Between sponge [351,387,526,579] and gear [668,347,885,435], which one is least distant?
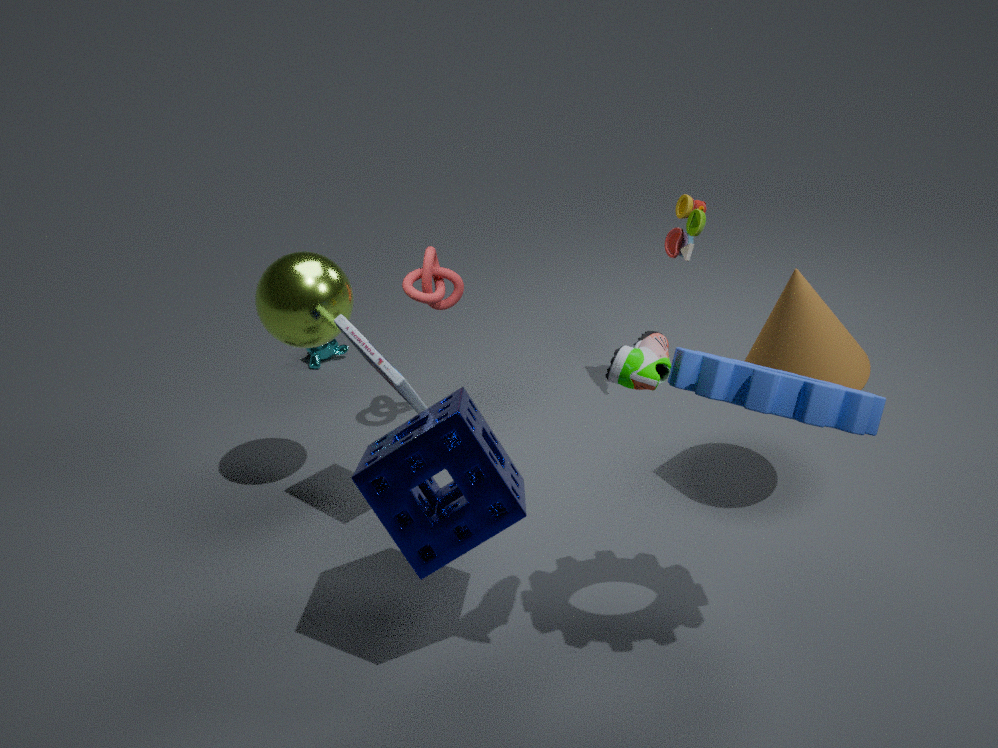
gear [668,347,885,435]
